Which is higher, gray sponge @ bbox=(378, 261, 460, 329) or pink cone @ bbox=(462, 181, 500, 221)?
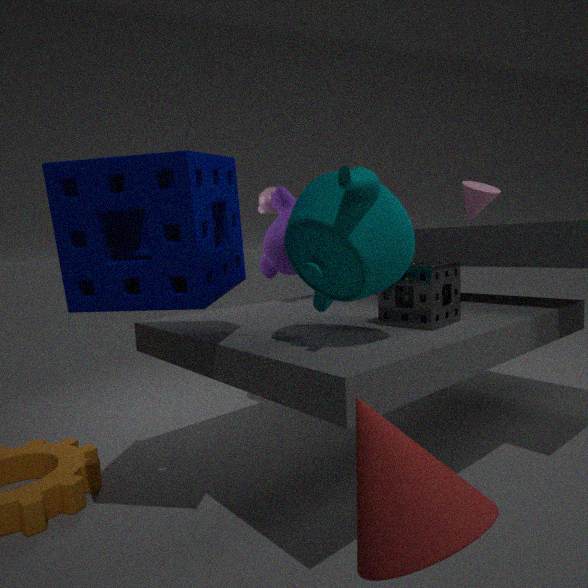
pink cone @ bbox=(462, 181, 500, 221)
